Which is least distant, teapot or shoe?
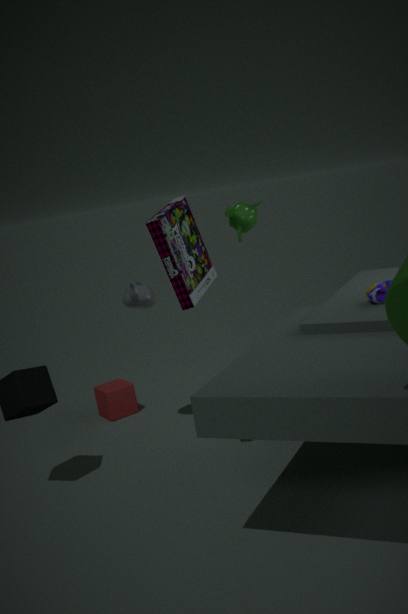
shoe
